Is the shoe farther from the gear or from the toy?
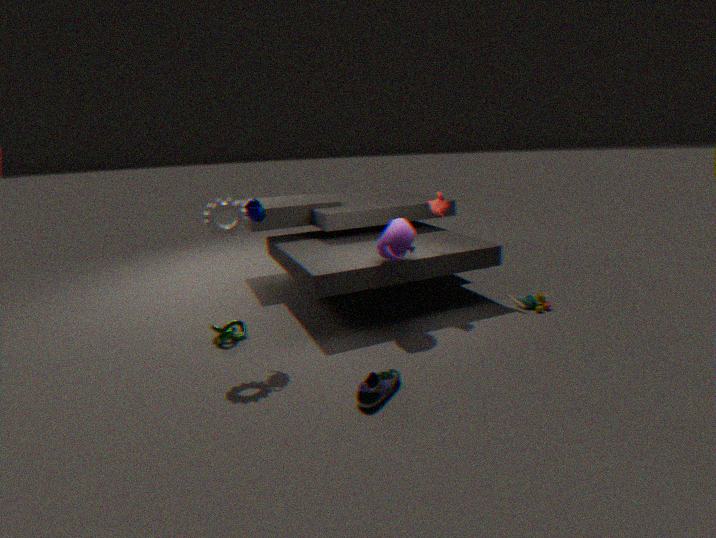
the toy
